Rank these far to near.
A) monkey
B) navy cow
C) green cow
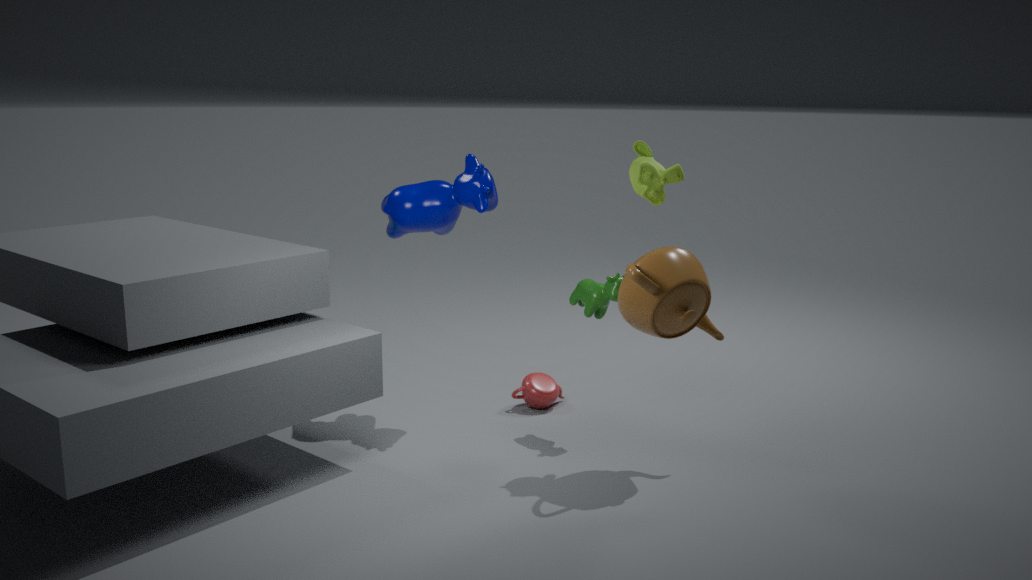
navy cow → green cow → monkey
